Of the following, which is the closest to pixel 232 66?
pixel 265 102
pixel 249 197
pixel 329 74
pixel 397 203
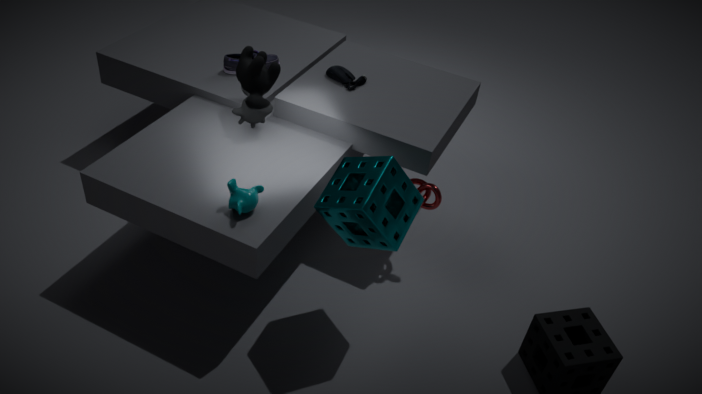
pixel 265 102
